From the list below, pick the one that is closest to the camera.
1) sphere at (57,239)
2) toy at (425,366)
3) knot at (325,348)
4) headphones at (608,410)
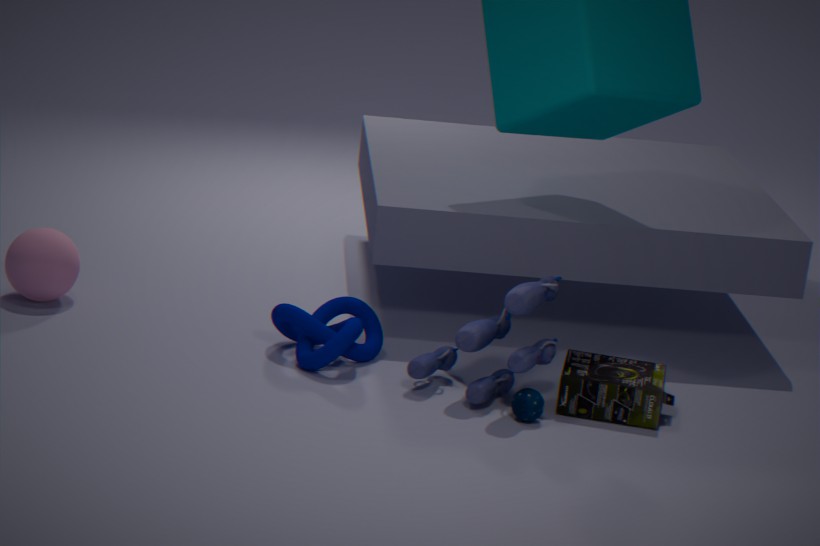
2. toy at (425,366)
